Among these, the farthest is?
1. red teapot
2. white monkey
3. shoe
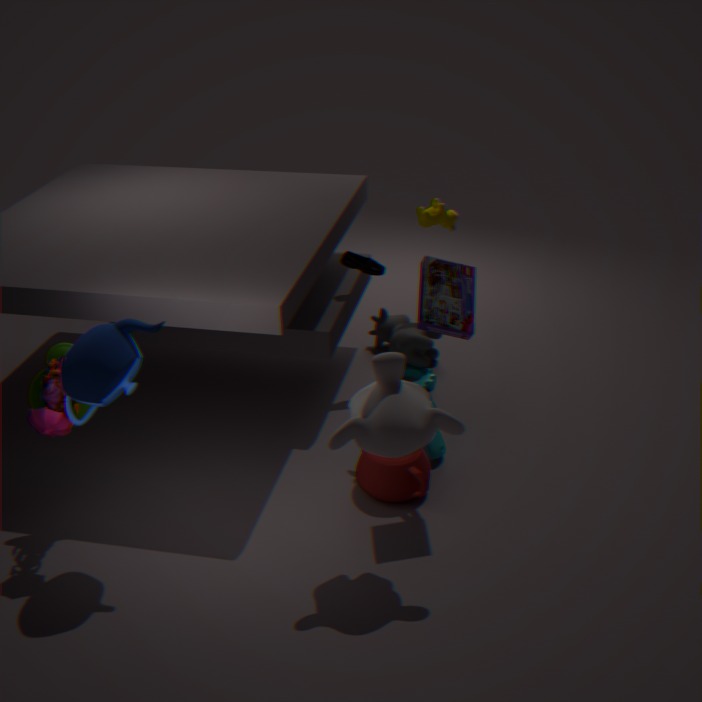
shoe
